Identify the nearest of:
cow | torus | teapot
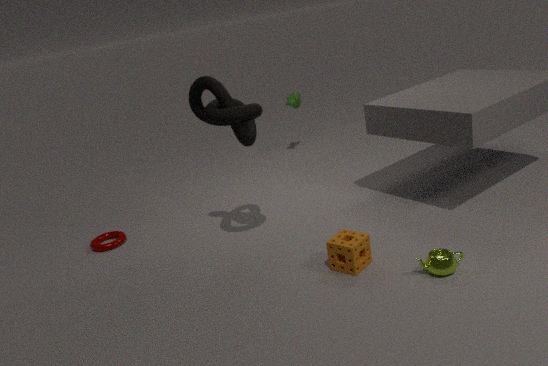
teapot
